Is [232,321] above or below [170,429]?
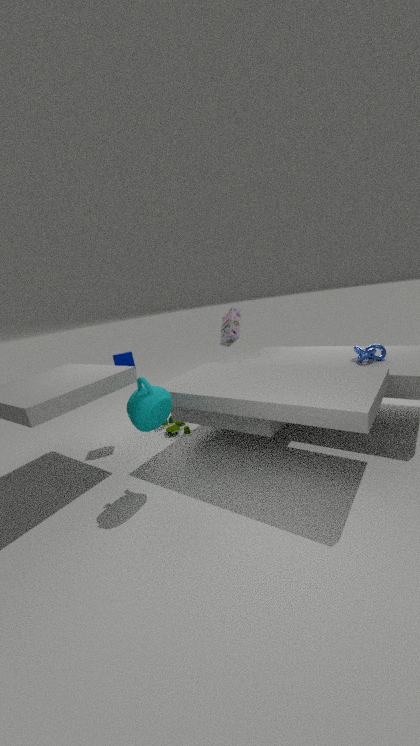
above
